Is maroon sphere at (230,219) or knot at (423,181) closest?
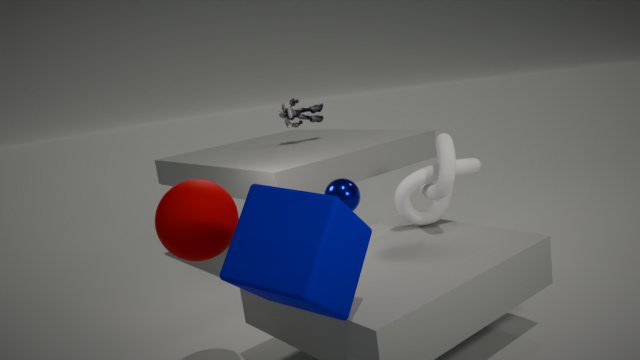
maroon sphere at (230,219)
